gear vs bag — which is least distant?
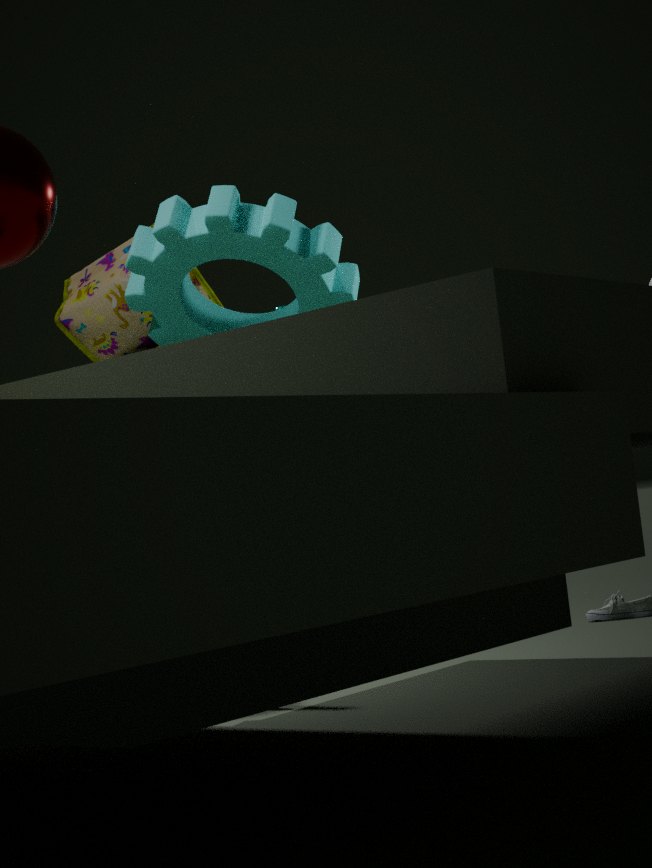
gear
